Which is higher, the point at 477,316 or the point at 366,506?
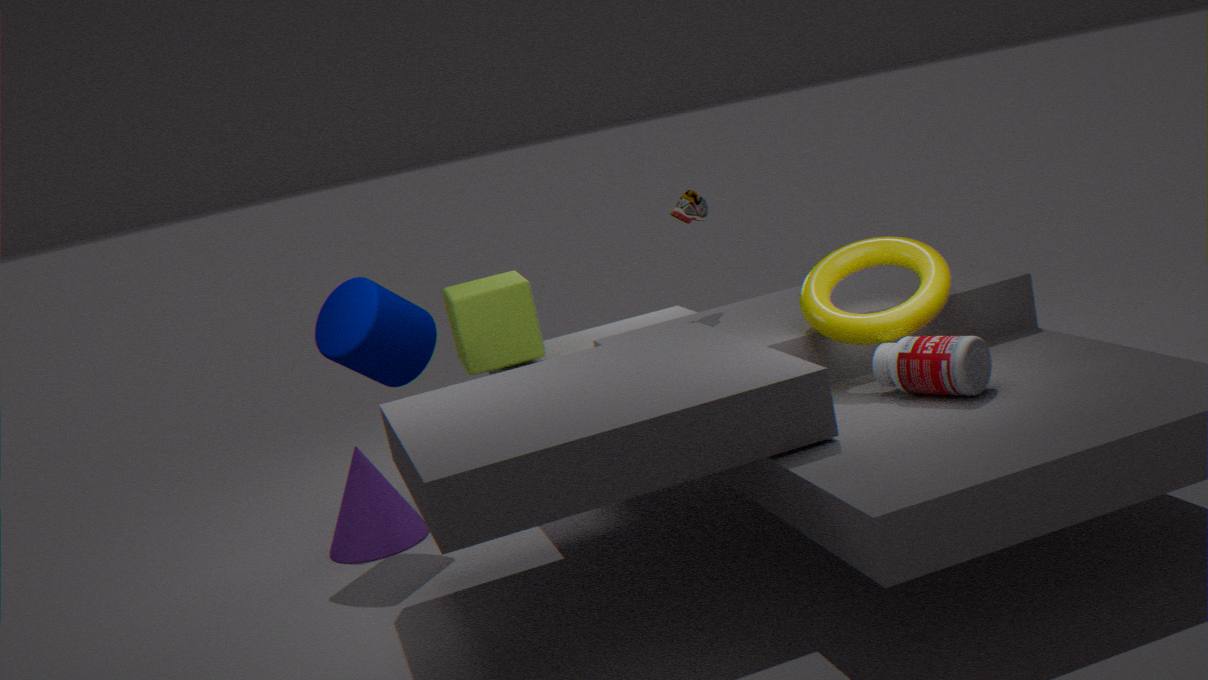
the point at 477,316
